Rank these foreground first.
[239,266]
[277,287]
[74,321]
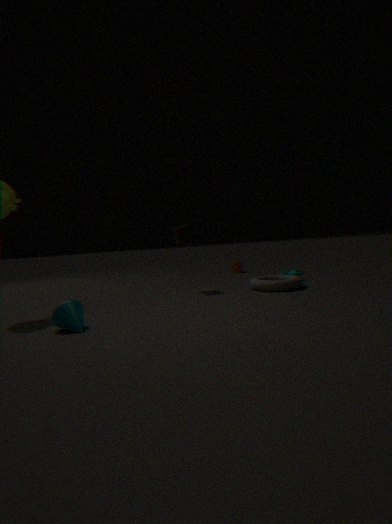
[74,321] < [277,287] < [239,266]
